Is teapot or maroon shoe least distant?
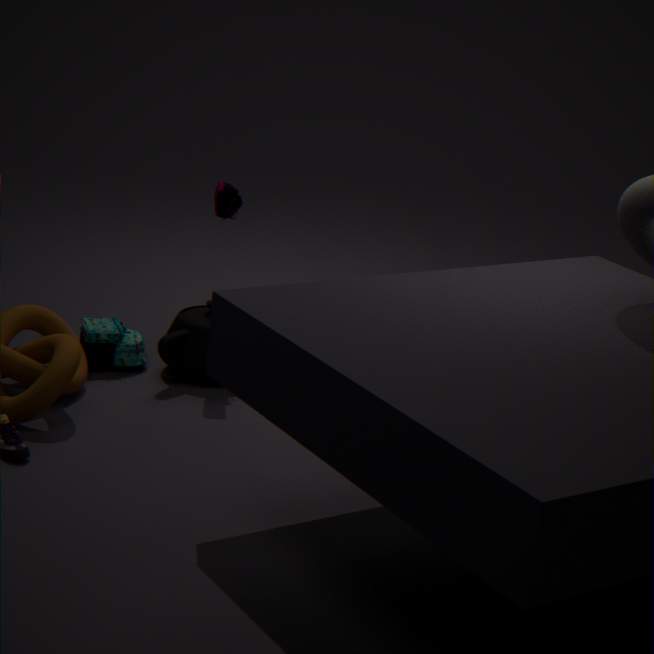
maroon shoe
